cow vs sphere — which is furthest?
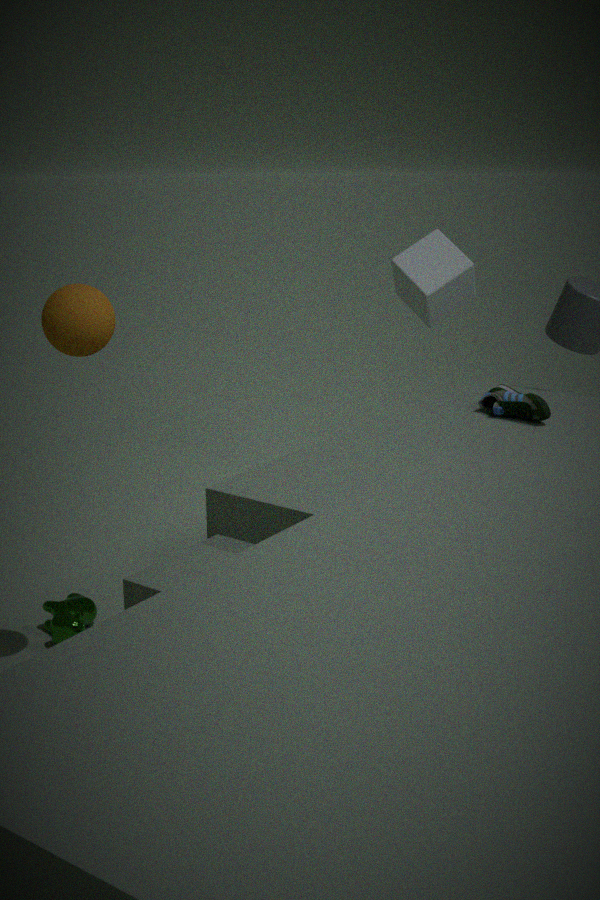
cow
